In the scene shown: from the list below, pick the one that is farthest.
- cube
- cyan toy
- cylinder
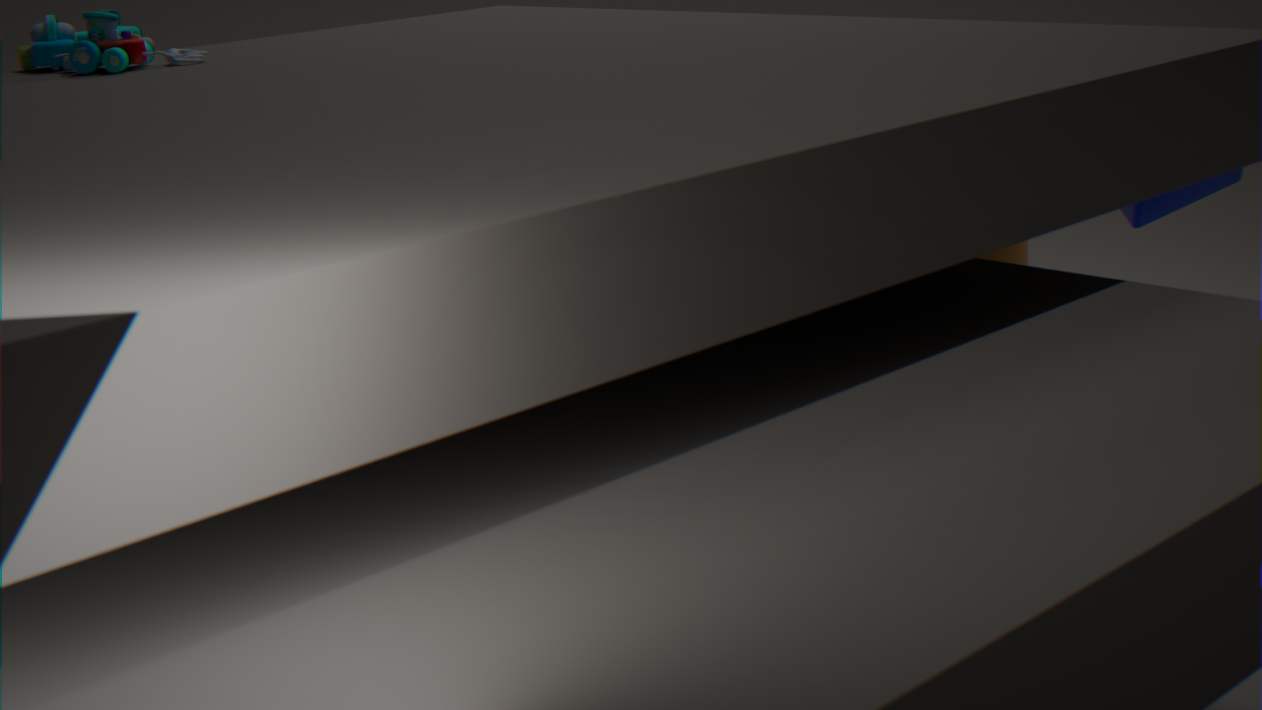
cube
